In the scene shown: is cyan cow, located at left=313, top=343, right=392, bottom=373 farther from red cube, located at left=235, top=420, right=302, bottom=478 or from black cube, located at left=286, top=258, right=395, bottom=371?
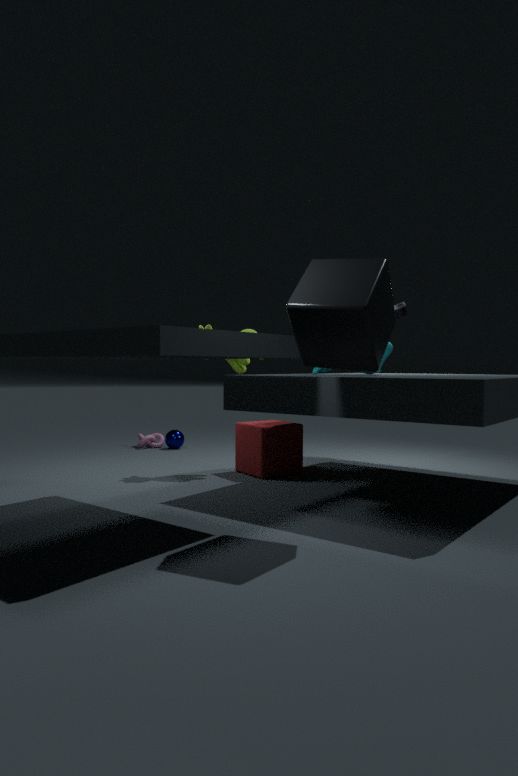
black cube, located at left=286, top=258, right=395, bottom=371
